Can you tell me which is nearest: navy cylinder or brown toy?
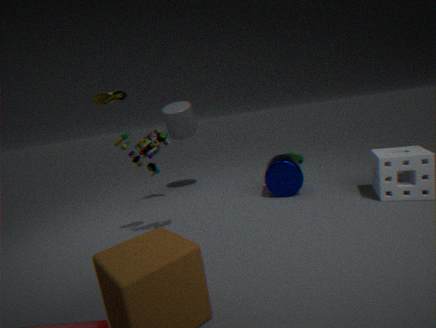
brown toy
